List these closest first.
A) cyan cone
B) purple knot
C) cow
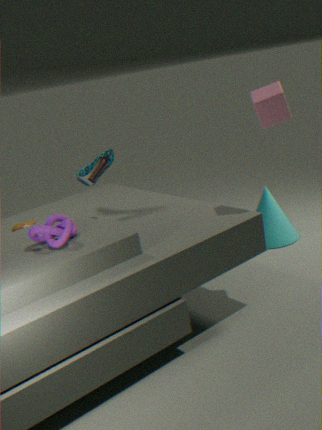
purple knot → cow → cyan cone
